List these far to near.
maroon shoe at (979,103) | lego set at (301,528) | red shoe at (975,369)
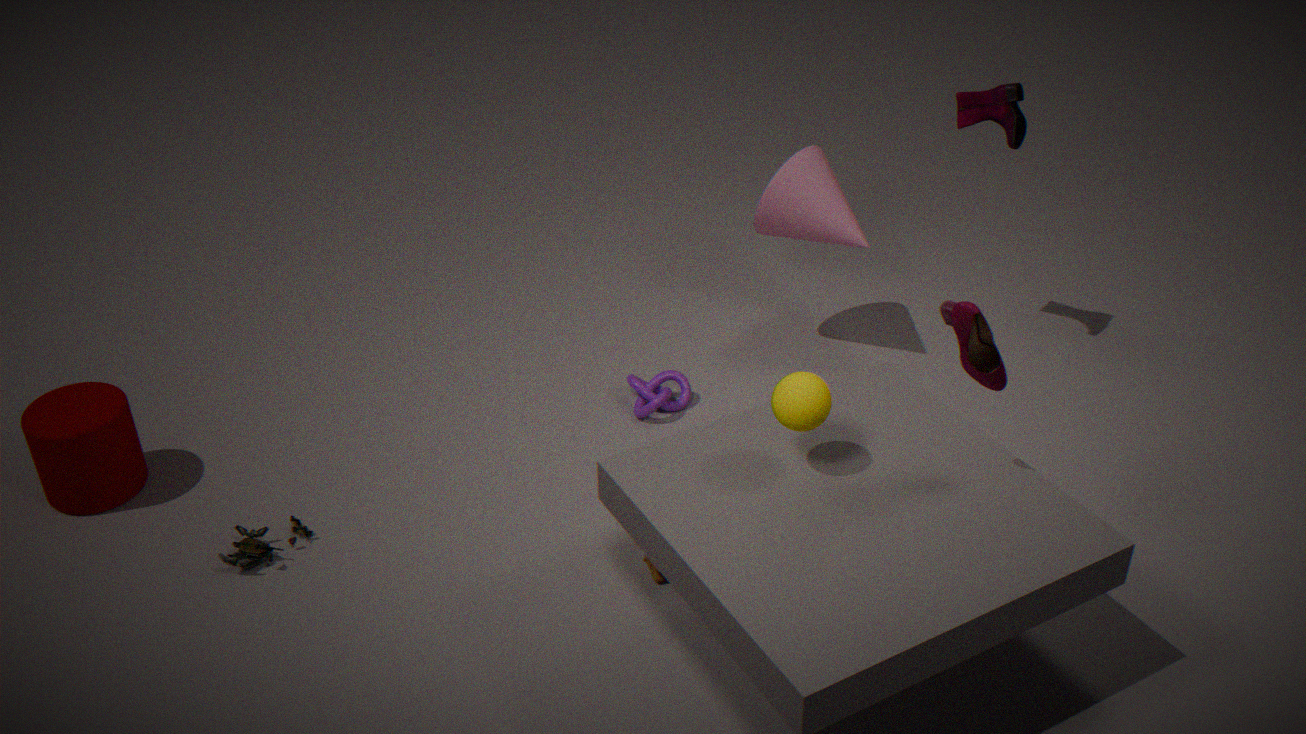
maroon shoe at (979,103), lego set at (301,528), red shoe at (975,369)
